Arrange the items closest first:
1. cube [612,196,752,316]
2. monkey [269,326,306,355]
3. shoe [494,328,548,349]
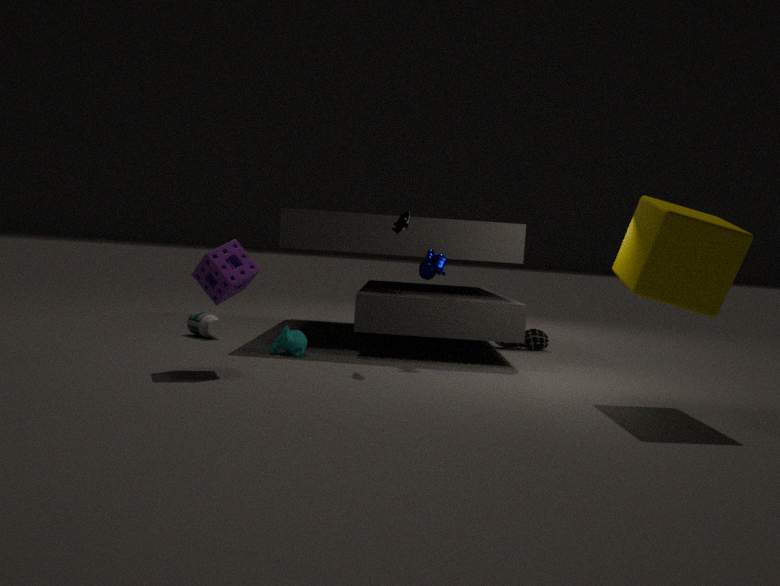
cube [612,196,752,316], monkey [269,326,306,355], shoe [494,328,548,349]
